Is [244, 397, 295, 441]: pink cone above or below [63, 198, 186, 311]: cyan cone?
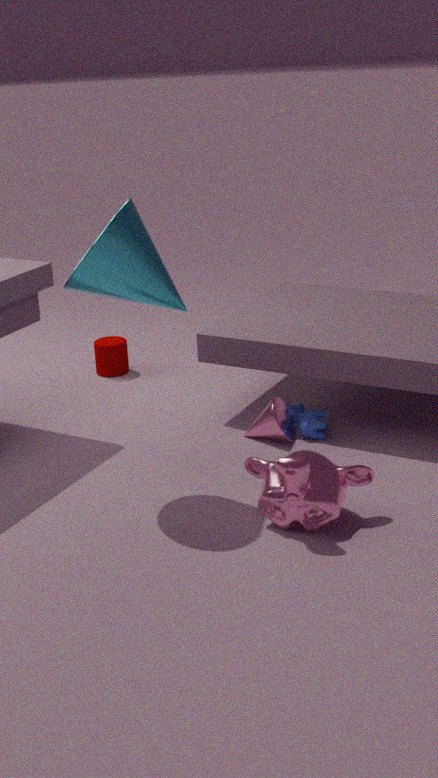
below
